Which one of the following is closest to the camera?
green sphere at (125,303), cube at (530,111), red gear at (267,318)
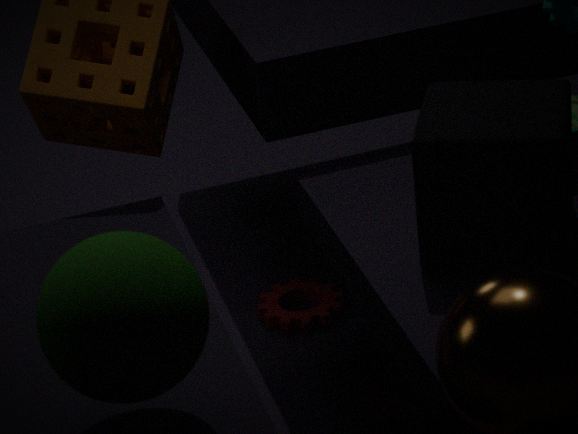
green sphere at (125,303)
